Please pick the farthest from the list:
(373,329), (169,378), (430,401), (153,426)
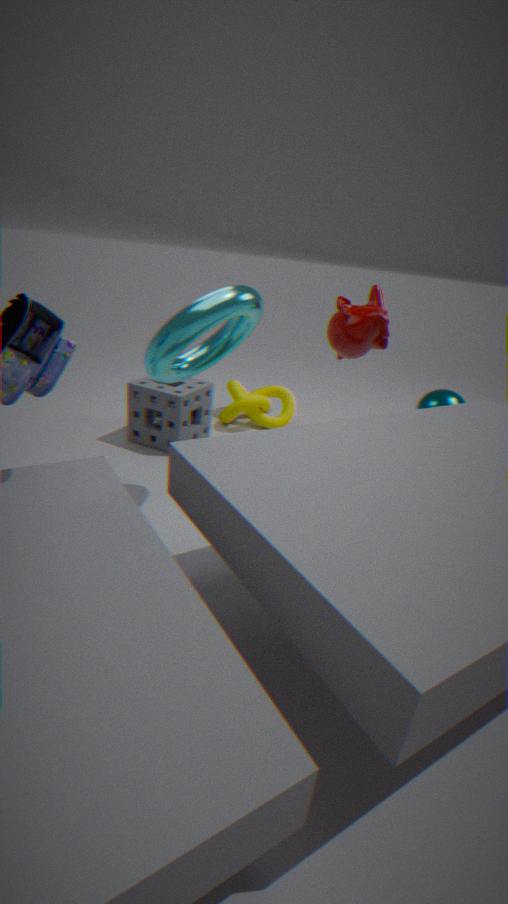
(430,401)
